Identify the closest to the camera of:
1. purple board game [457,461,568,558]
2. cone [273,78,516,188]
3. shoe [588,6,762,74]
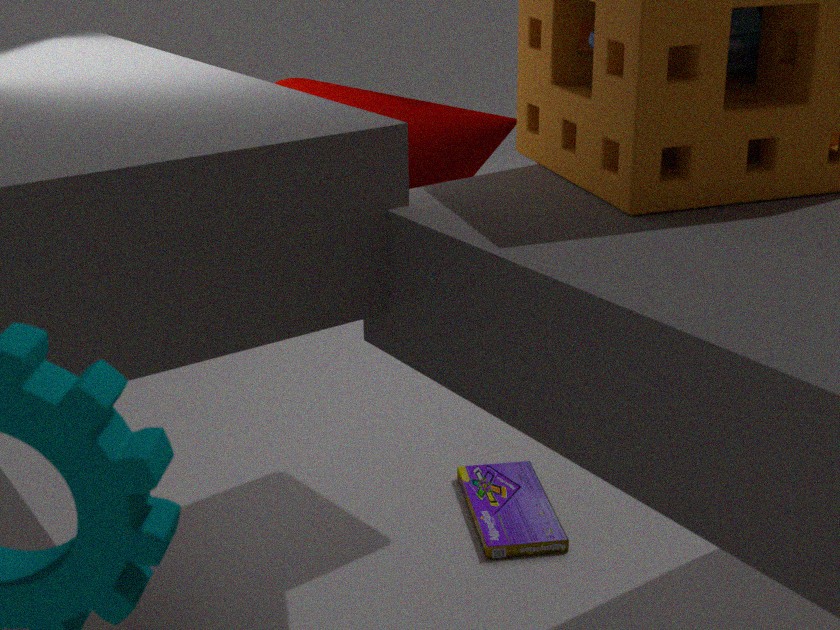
shoe [588,6,762,74]
